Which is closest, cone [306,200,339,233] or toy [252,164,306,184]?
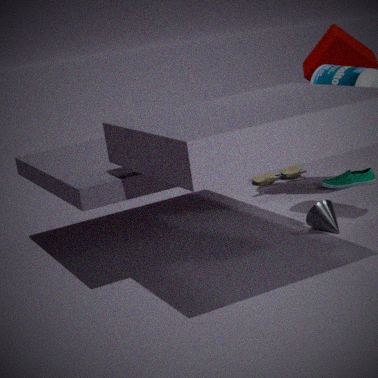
cone [306,200,339,233]
